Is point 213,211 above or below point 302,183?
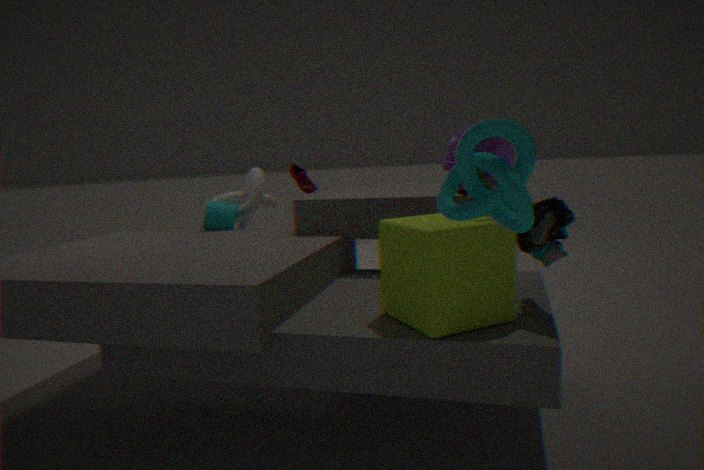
below
